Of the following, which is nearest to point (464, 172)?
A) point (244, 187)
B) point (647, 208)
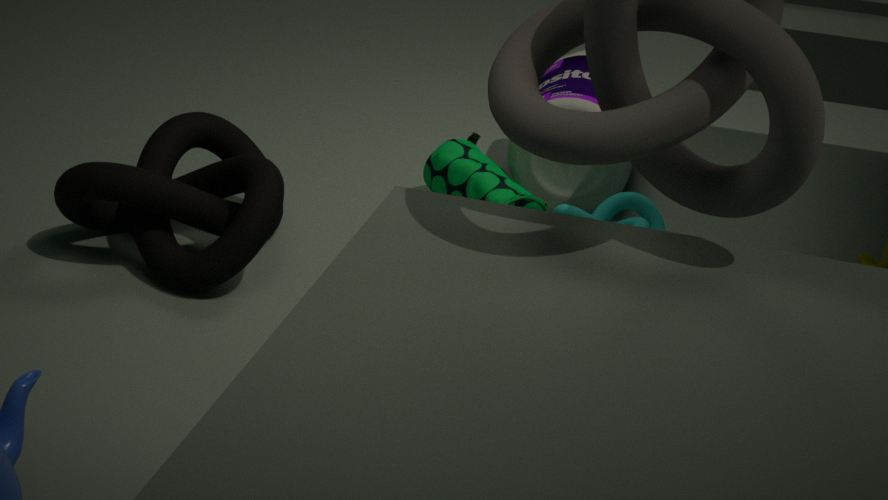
point (647, 208)
